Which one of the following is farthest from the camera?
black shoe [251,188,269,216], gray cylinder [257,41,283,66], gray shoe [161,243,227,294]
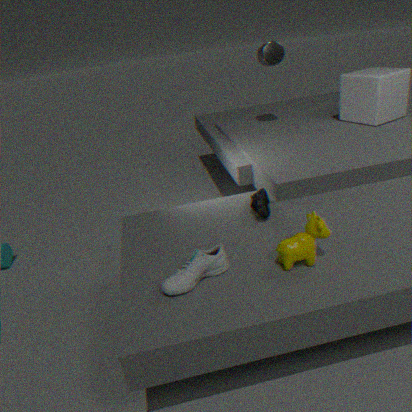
gray cylinder [257,41,283,66]
